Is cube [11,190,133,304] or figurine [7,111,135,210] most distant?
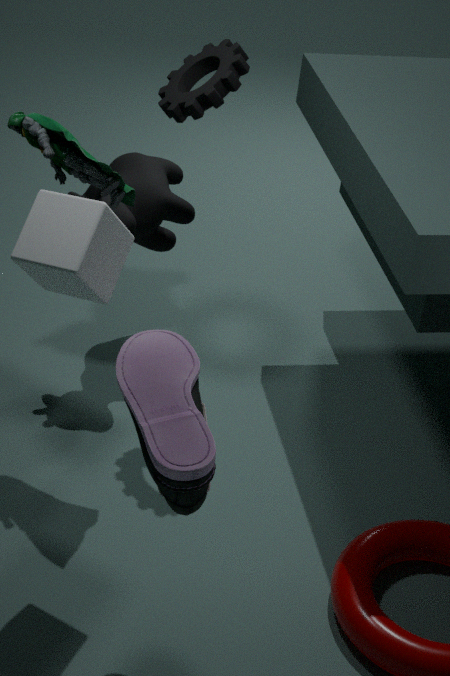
figurine [7,111,135,210]
